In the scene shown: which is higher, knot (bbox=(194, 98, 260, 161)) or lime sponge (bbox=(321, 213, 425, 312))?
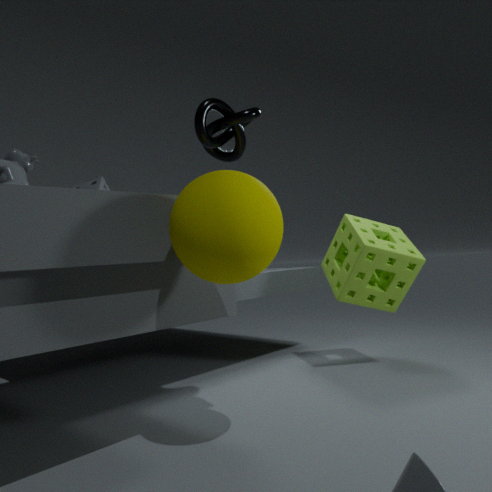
knot (bbox=(194, 98, 260, 161))
